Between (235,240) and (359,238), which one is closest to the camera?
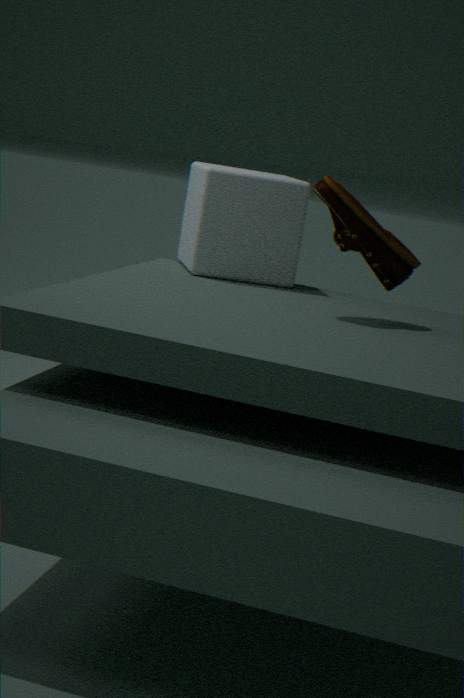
(359,238)
